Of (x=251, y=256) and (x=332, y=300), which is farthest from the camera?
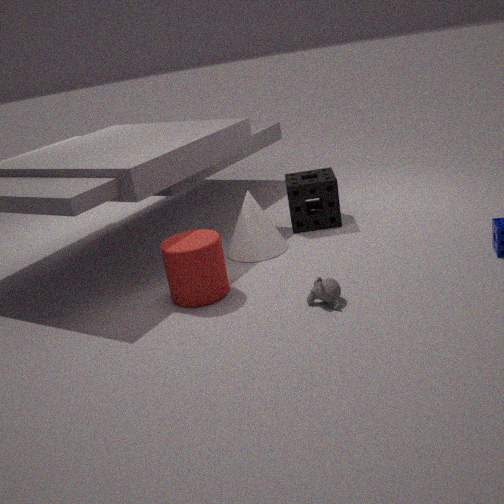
(x=251, y=256)
